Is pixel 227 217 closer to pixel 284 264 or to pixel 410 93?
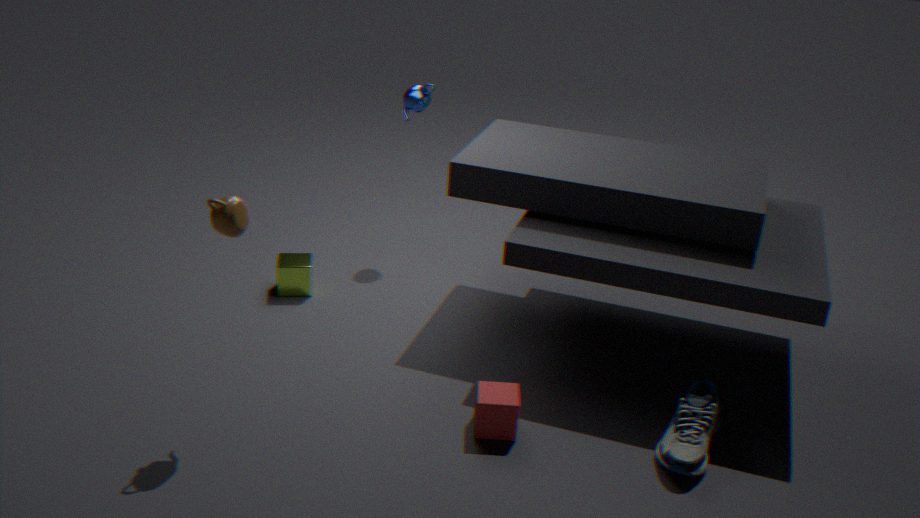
pixel 284 264
